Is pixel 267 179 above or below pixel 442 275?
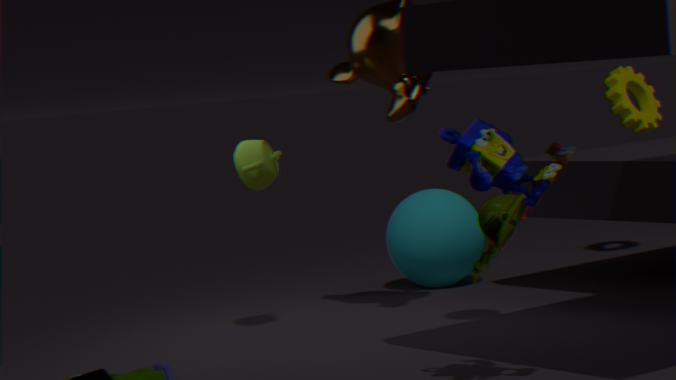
above
